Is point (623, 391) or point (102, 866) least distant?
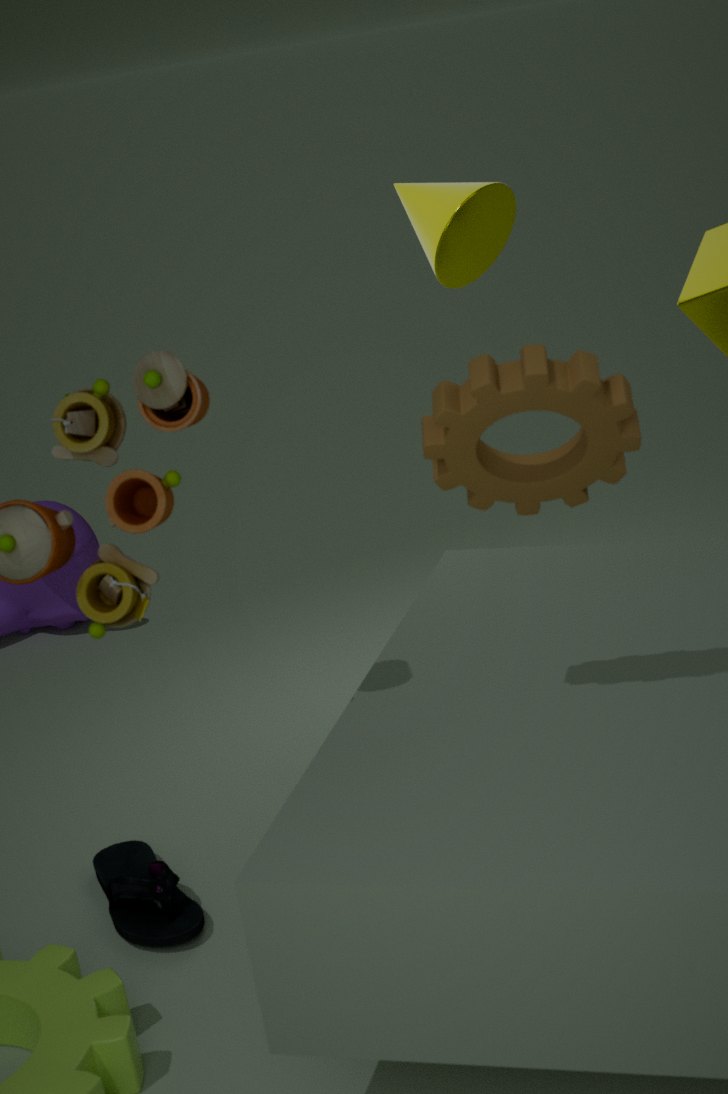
point (623, 391)
